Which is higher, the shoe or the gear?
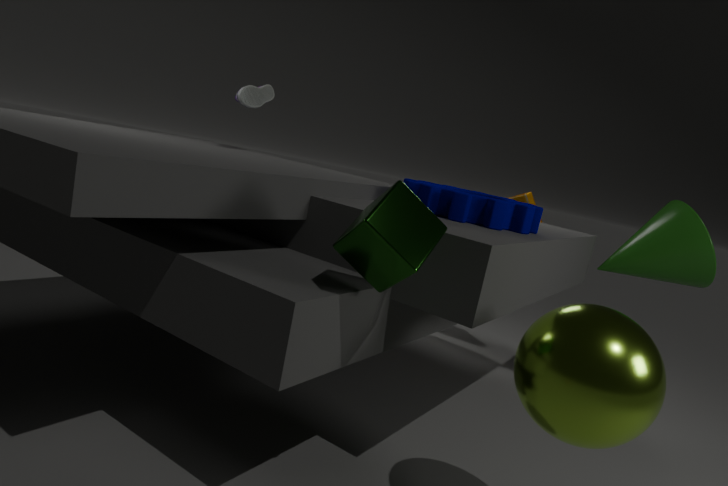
the shoe
